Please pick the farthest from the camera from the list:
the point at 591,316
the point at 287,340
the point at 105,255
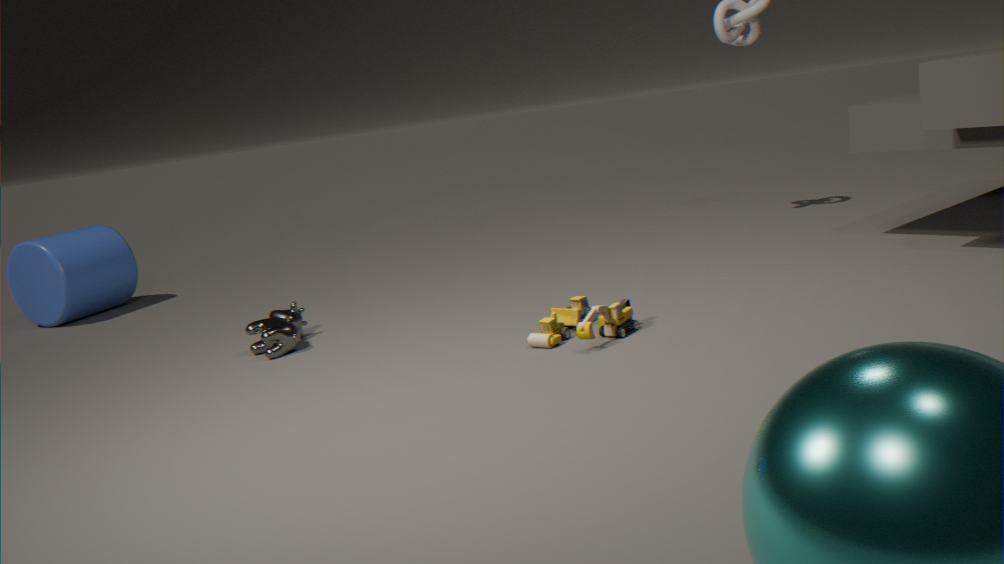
the point at 105,255
